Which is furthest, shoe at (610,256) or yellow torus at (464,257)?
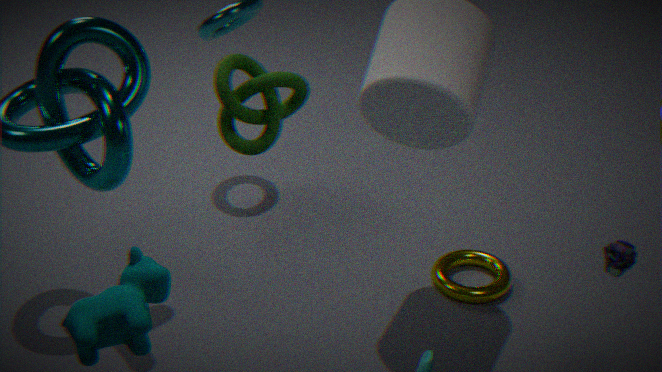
yellow torus at (464,257)
